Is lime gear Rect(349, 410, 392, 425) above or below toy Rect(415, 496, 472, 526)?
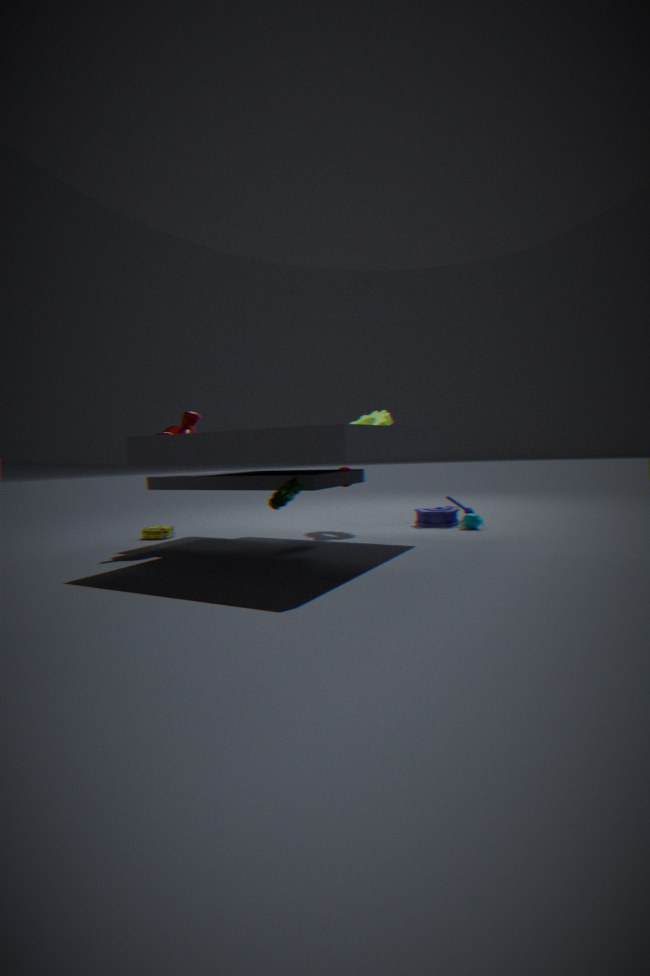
above
